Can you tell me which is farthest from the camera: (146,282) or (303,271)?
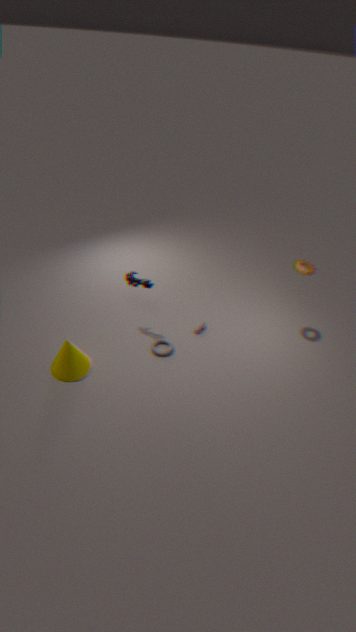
(303,271)
